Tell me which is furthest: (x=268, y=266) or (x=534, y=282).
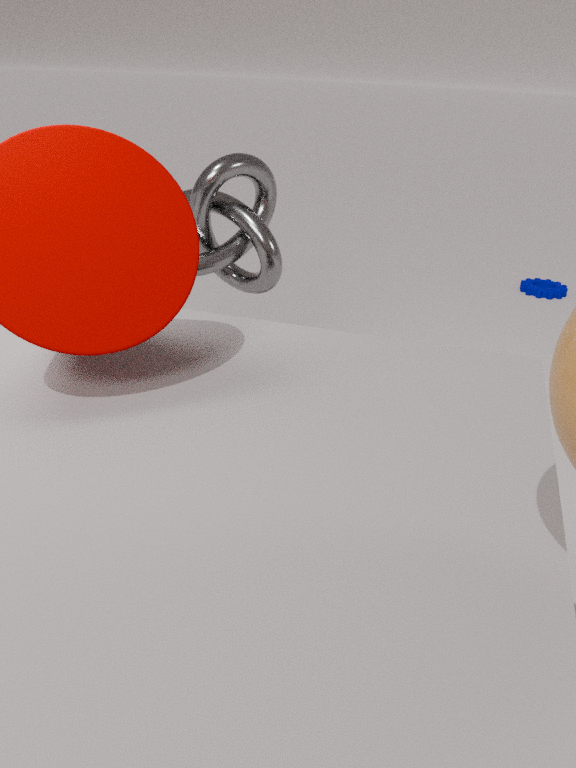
(x=534, y=282)
